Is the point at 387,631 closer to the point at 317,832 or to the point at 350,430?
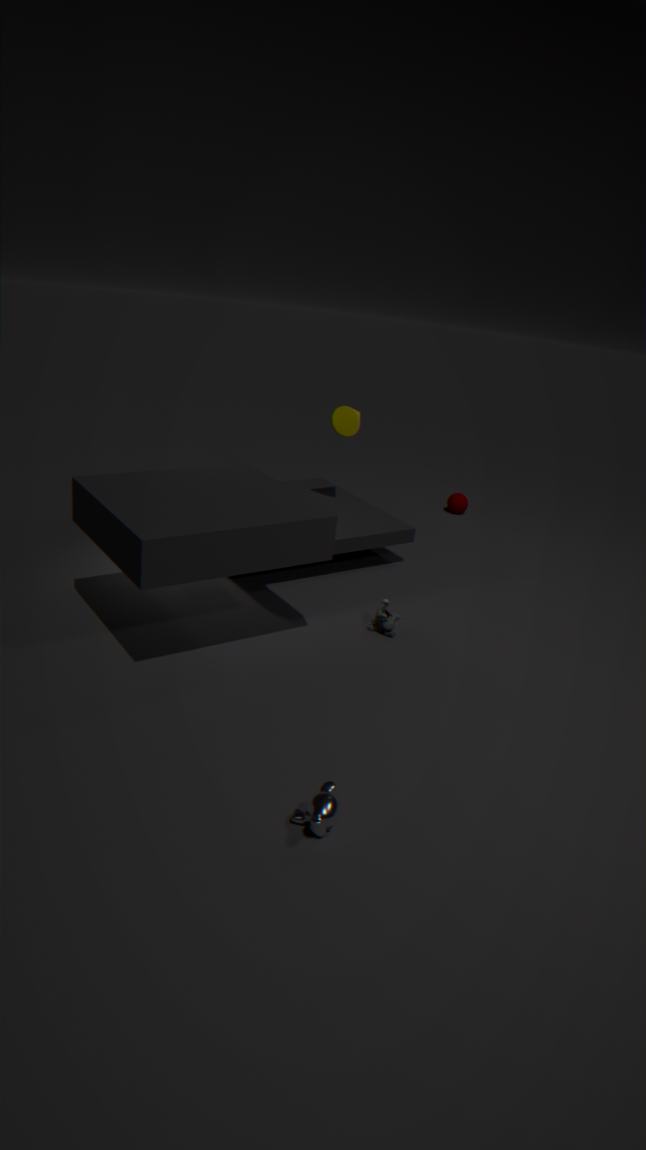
the point at 350,430
